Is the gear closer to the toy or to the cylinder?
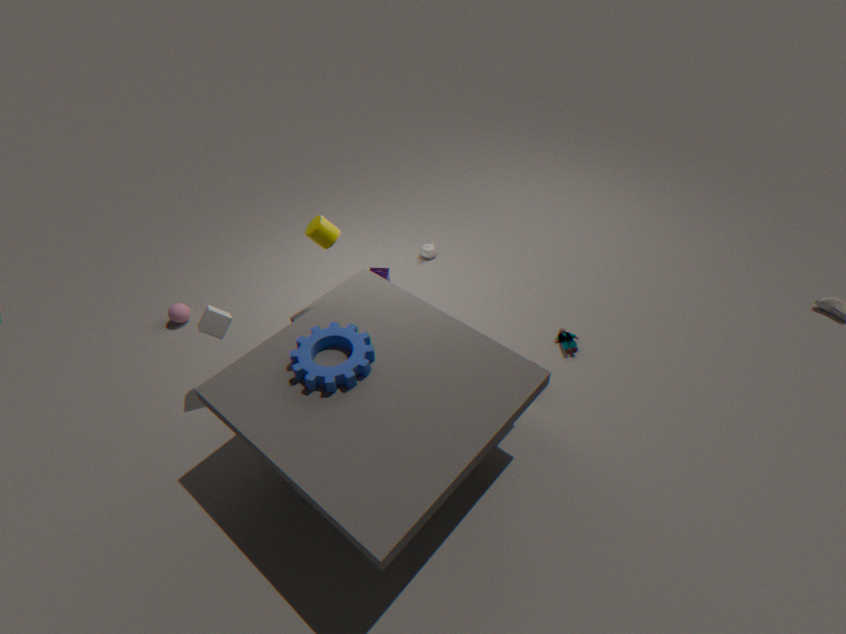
the cylinder
